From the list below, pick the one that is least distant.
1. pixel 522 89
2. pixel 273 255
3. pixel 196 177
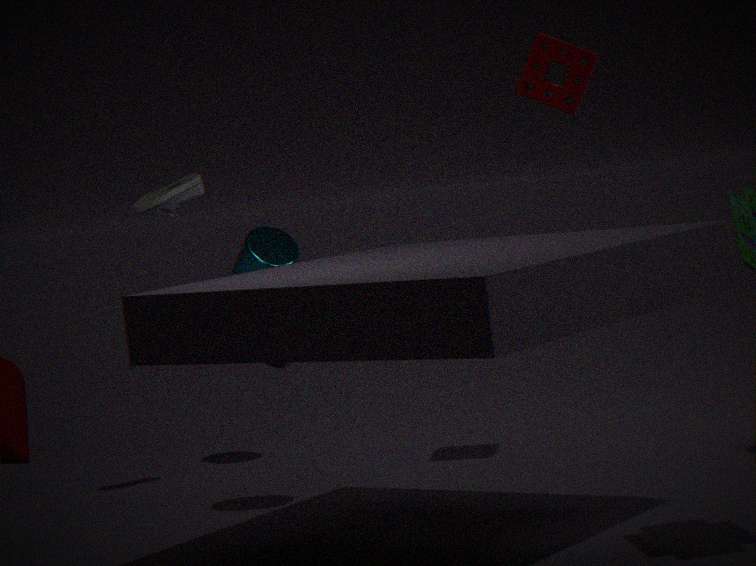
pixel 522 89
